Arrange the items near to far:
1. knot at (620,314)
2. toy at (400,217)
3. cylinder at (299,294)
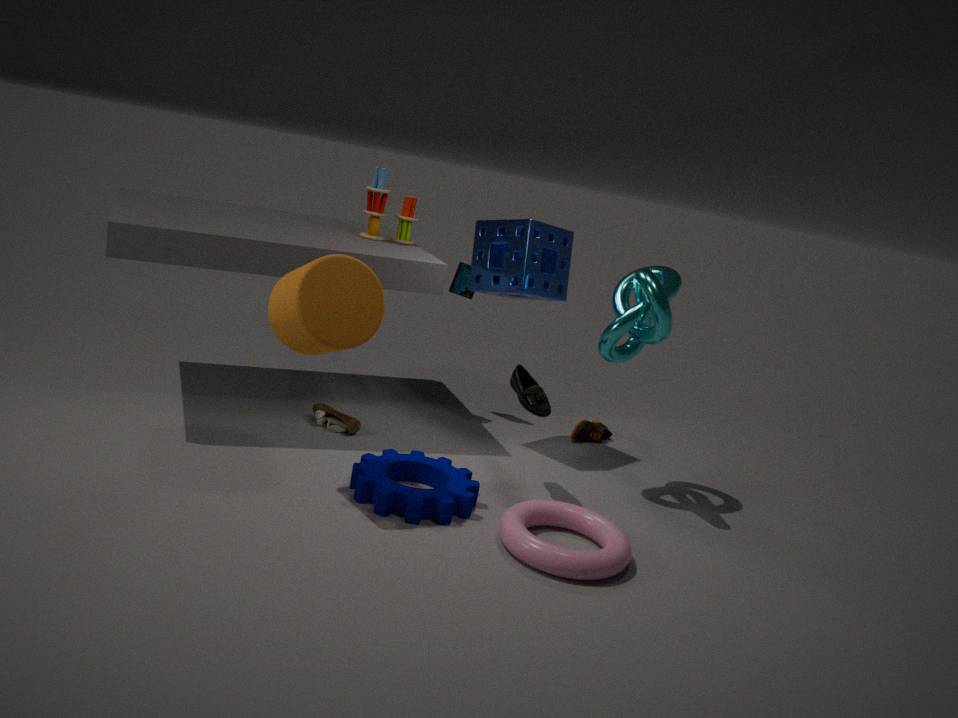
1. cylinder at (299,294)
2. knot at (620,314)
3. toy at (400,217)
